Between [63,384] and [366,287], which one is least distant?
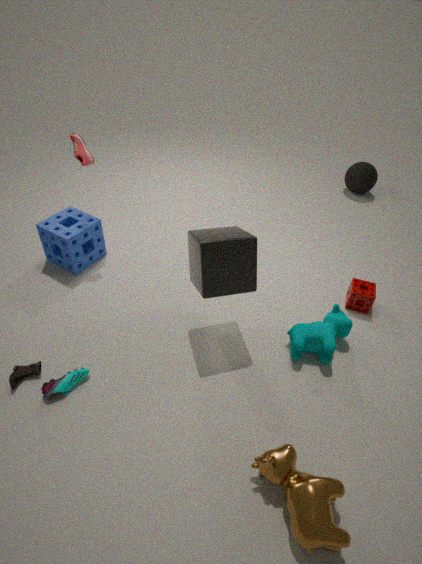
[63,384]
